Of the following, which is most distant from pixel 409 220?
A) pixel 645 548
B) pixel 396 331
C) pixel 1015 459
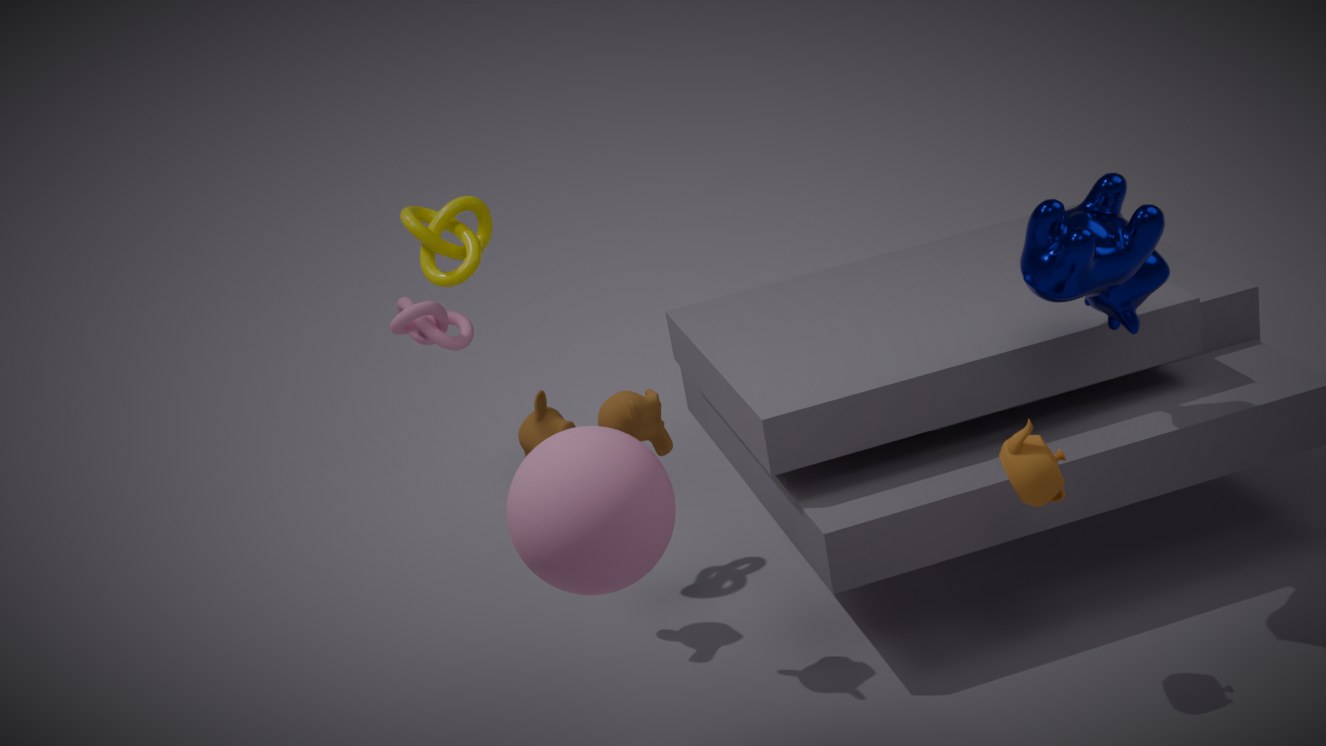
pixel 1015 459
